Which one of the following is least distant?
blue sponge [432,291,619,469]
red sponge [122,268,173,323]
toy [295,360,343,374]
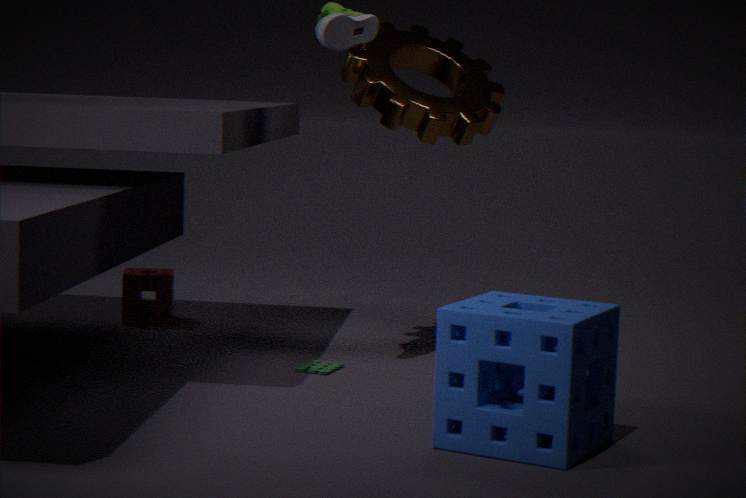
blue sponge [432,291,619,469]
